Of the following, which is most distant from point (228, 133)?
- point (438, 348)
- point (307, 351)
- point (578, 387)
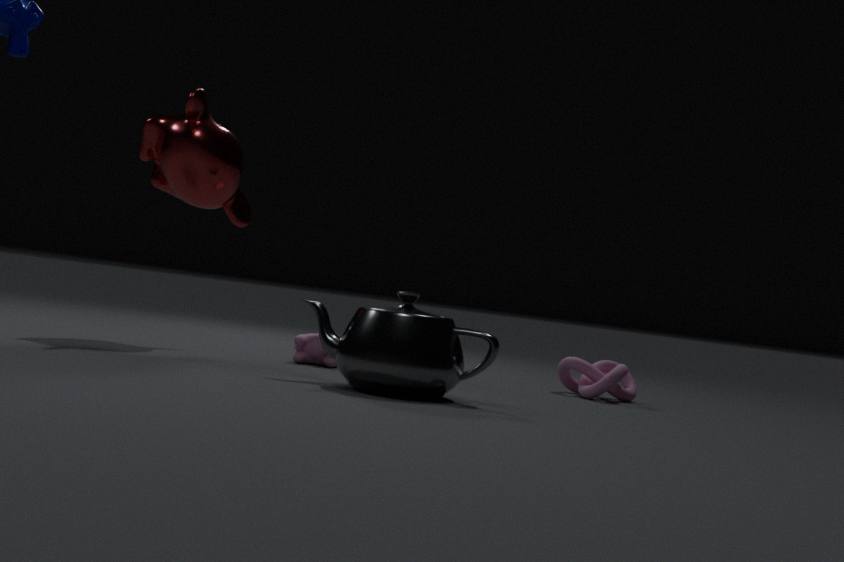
point (578, 387)
